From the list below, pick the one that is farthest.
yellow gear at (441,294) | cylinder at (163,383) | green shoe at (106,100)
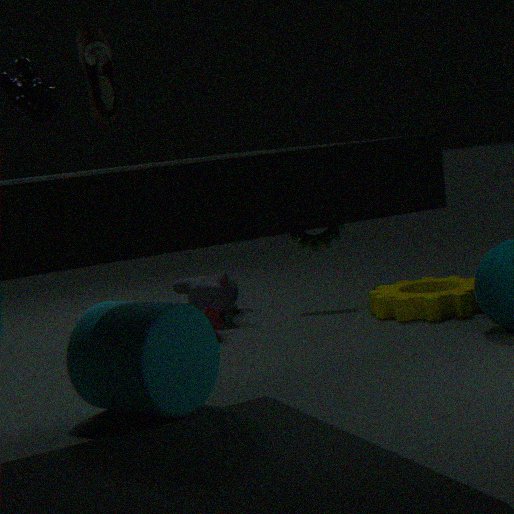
yellow gear at (441,294)
